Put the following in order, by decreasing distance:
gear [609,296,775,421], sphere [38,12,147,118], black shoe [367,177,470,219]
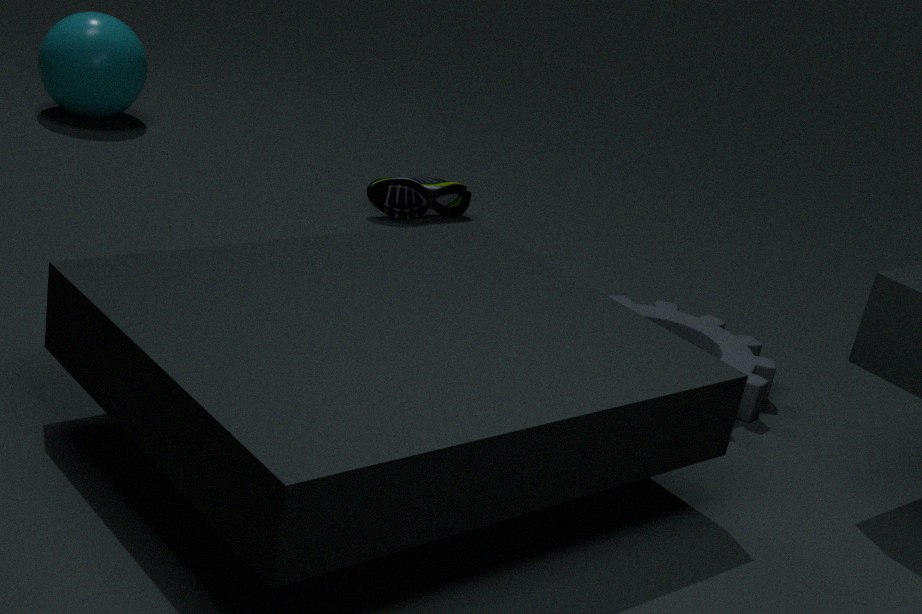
1. sphere [38,12,147,118]
2. black shoe [367,177,470,219]
3. gear [609,296,775,421]
